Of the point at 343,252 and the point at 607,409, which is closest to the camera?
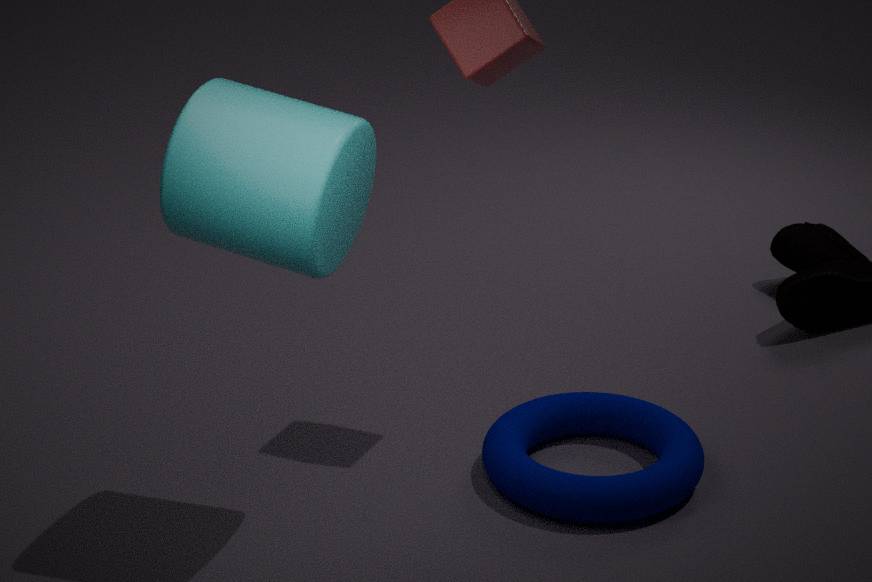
→ the point at 343,252
